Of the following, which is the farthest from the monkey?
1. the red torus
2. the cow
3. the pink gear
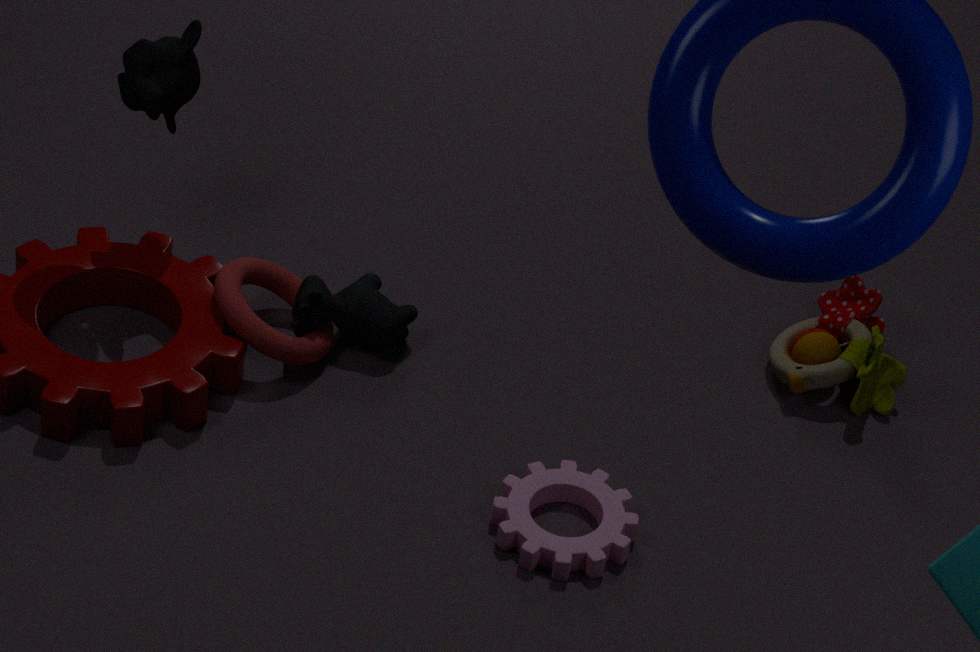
the pink gear
